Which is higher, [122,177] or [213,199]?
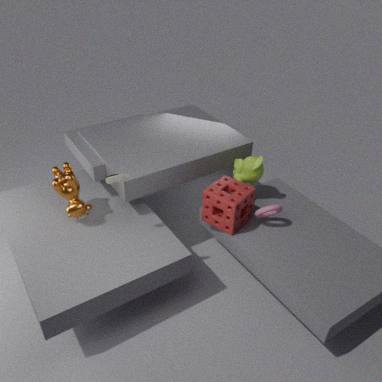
[122,177]
